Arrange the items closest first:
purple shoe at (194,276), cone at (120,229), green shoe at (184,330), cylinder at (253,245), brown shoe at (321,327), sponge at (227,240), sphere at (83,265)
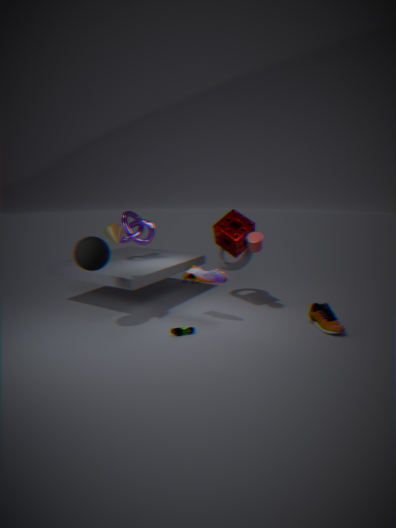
1. sphere at (83,265)
2. cone at (120,229)
3. brown shoe at (321,327)
4. green shoe at (184,330)
5. purple shoe at (194,276)
6. cylinder at (253,245)
7. sponge at (227,240)
